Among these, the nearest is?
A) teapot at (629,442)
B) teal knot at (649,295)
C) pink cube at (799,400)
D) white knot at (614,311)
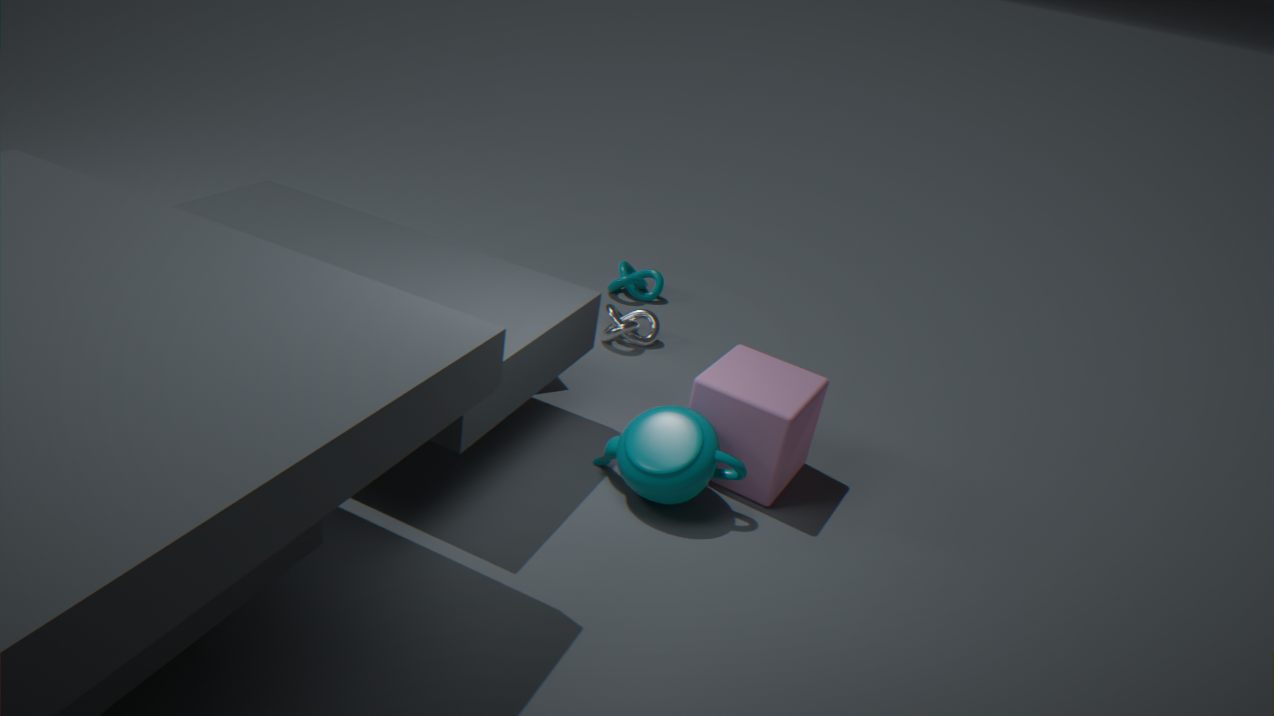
teapot at (629,442)
